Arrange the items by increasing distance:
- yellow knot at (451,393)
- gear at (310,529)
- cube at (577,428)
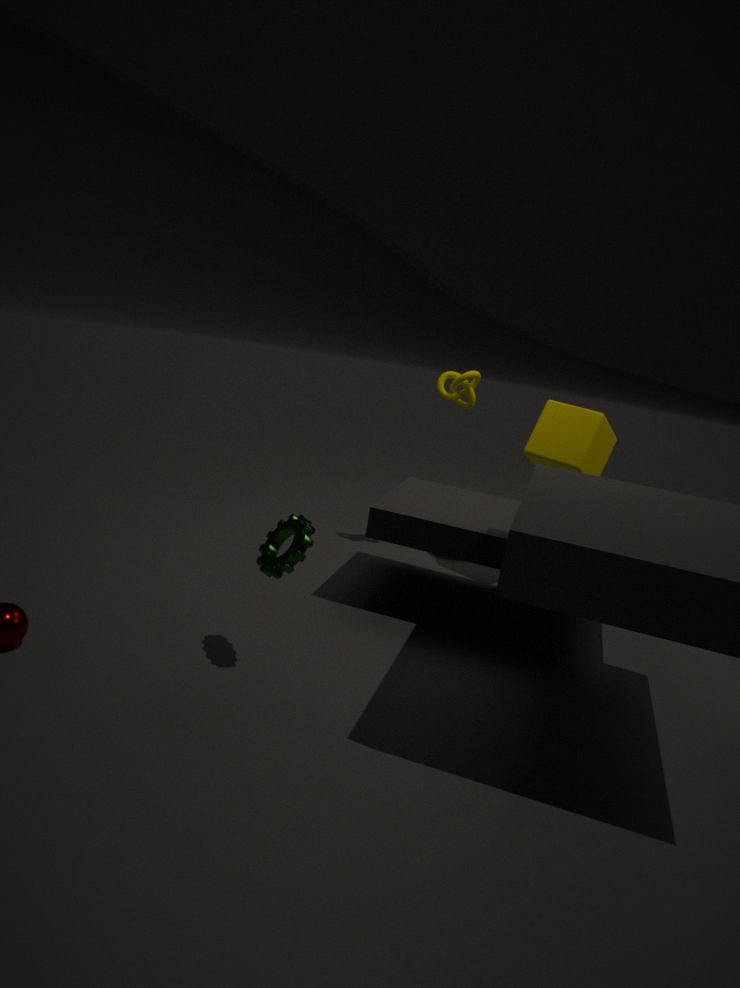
gear at (310,529) → cube at (577,428) → yellow knot at (451,393)
